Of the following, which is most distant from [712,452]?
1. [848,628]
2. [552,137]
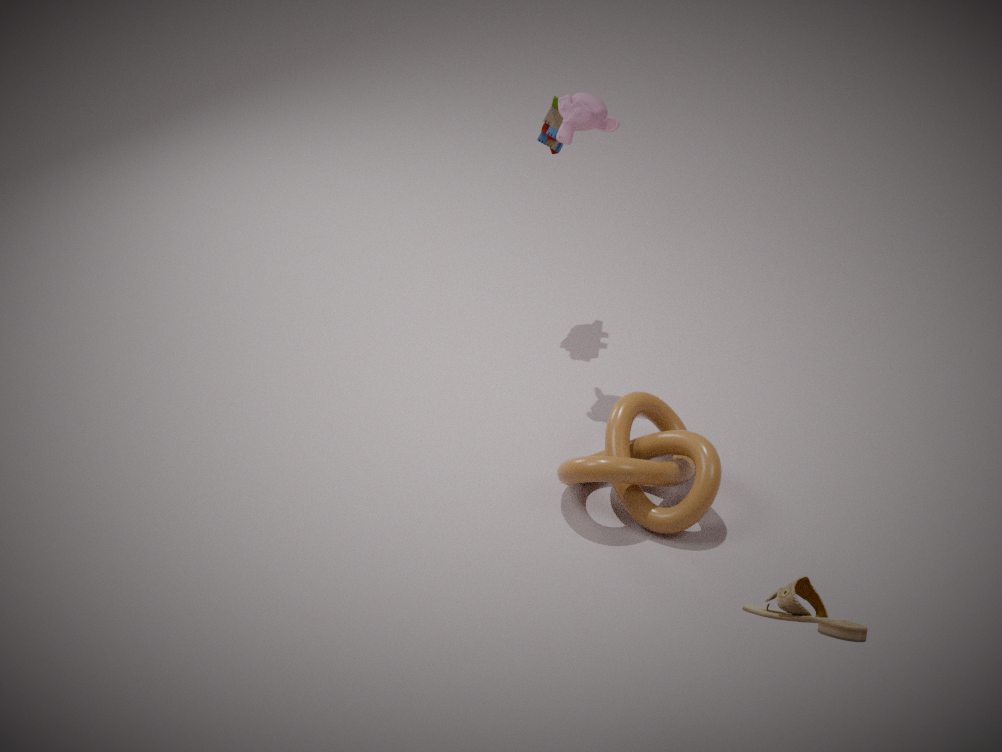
[552,137]
